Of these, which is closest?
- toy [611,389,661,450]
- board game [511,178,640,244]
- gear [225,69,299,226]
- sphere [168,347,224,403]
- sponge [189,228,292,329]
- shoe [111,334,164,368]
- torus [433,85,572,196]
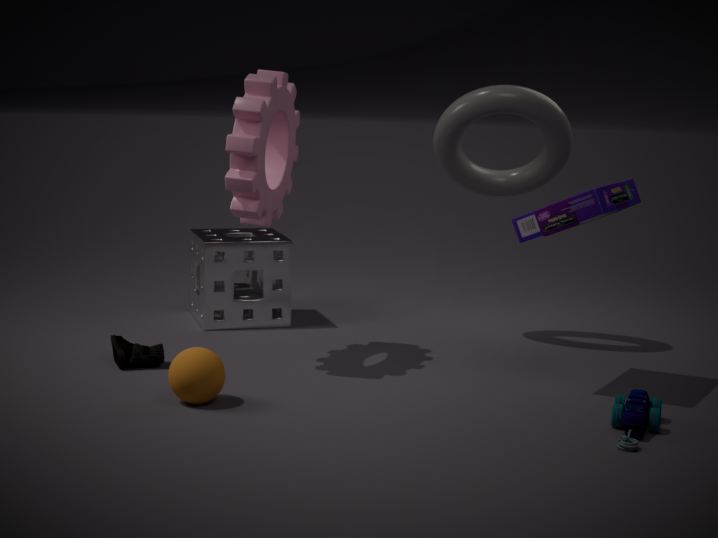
toy [611,389,661,450]
